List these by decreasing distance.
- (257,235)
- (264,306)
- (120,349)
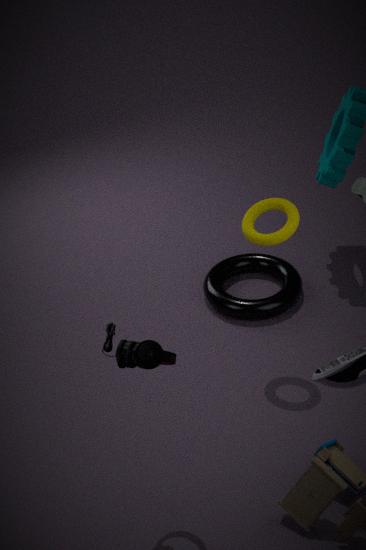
(264,306)
(257,235)
(120,349)
